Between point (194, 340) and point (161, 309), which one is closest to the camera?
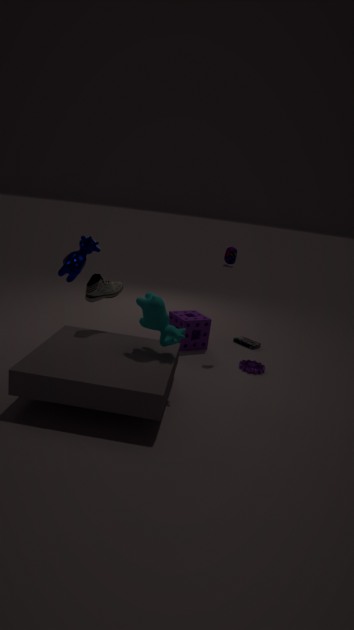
point (161, 309)
